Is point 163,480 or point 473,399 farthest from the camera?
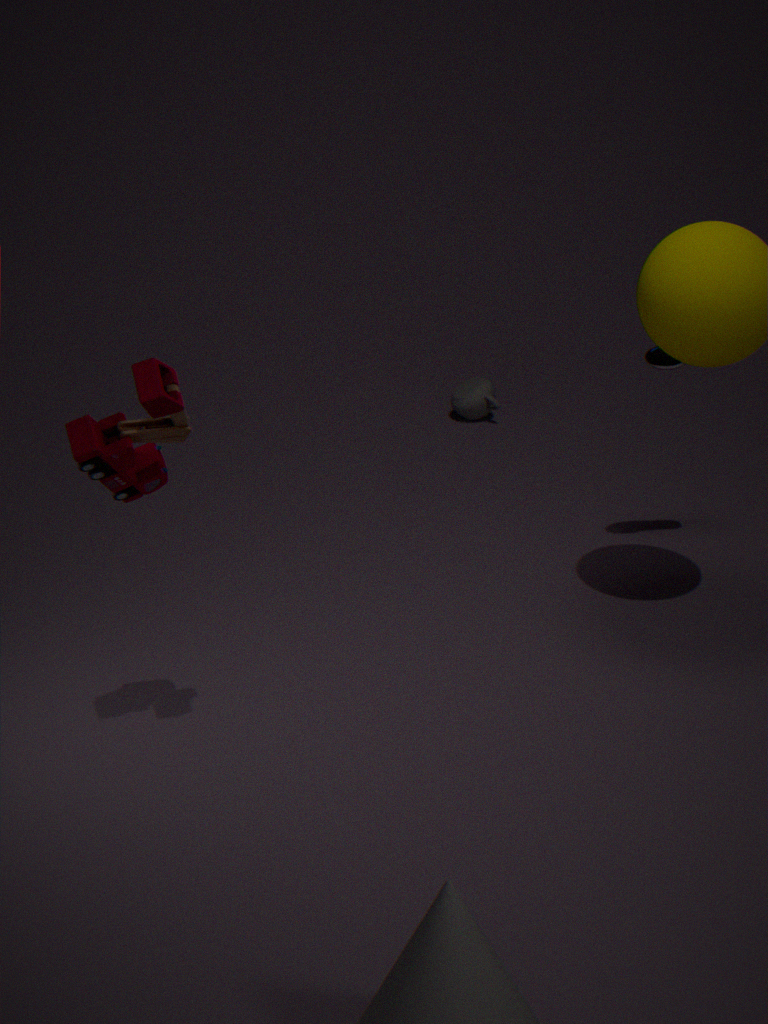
point 473,399
